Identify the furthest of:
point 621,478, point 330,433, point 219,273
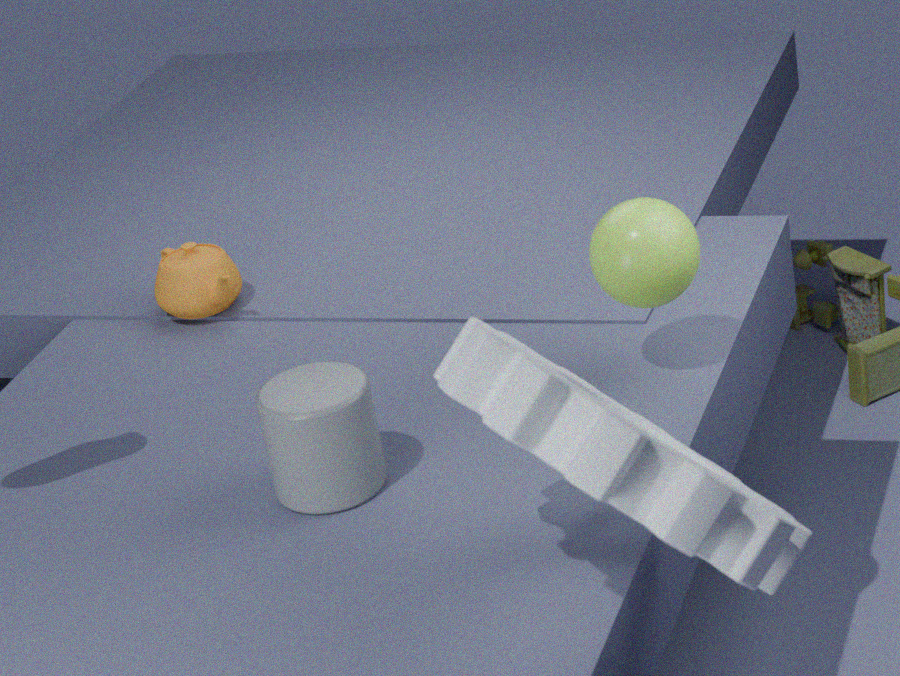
point 219,273
